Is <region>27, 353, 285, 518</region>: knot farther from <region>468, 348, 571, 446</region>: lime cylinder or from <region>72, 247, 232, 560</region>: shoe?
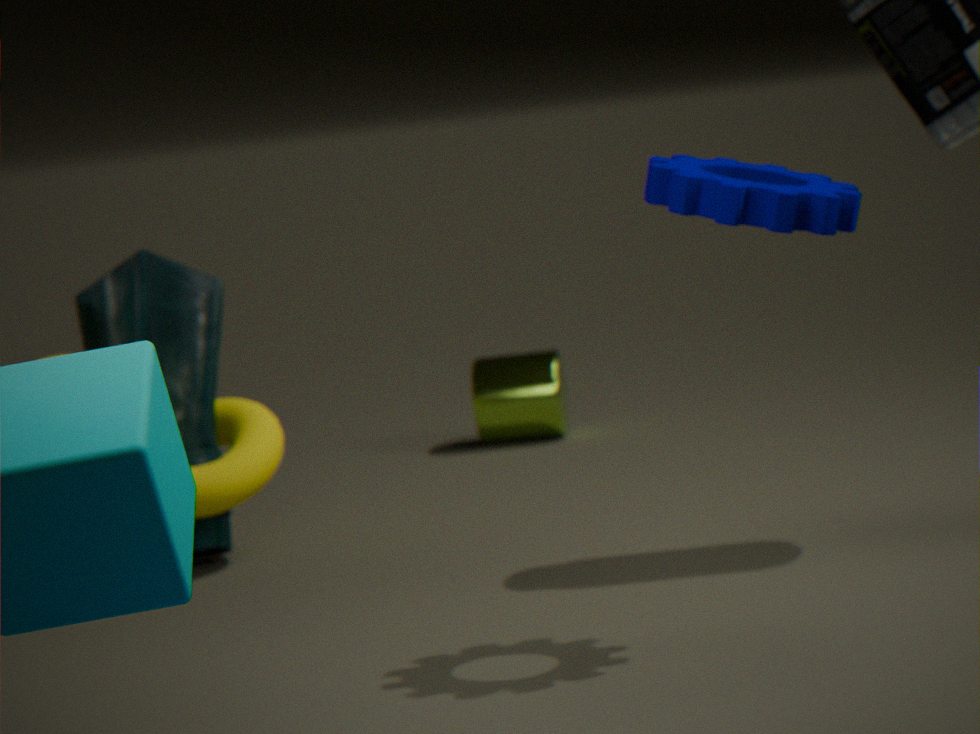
Answer: <region>468, 348, 571, 446</region>: lime cylinder
